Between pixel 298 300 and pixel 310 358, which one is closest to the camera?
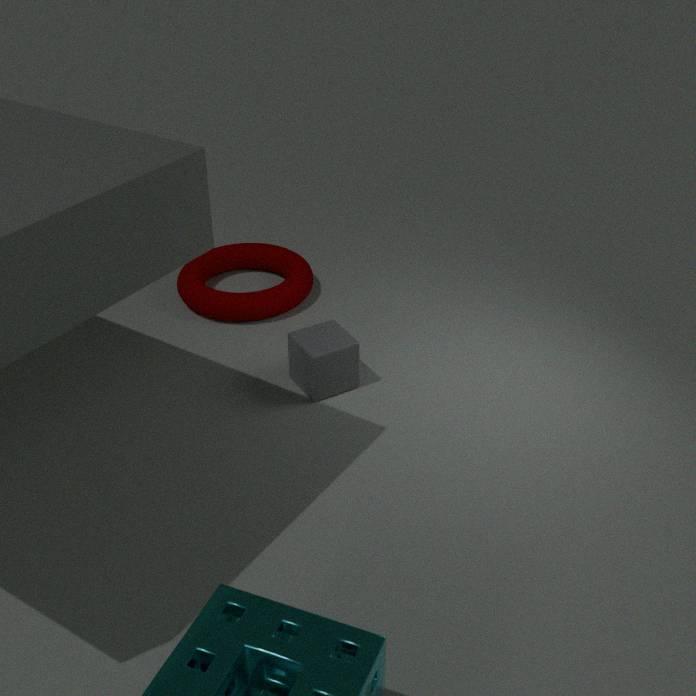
pixel 310 358
